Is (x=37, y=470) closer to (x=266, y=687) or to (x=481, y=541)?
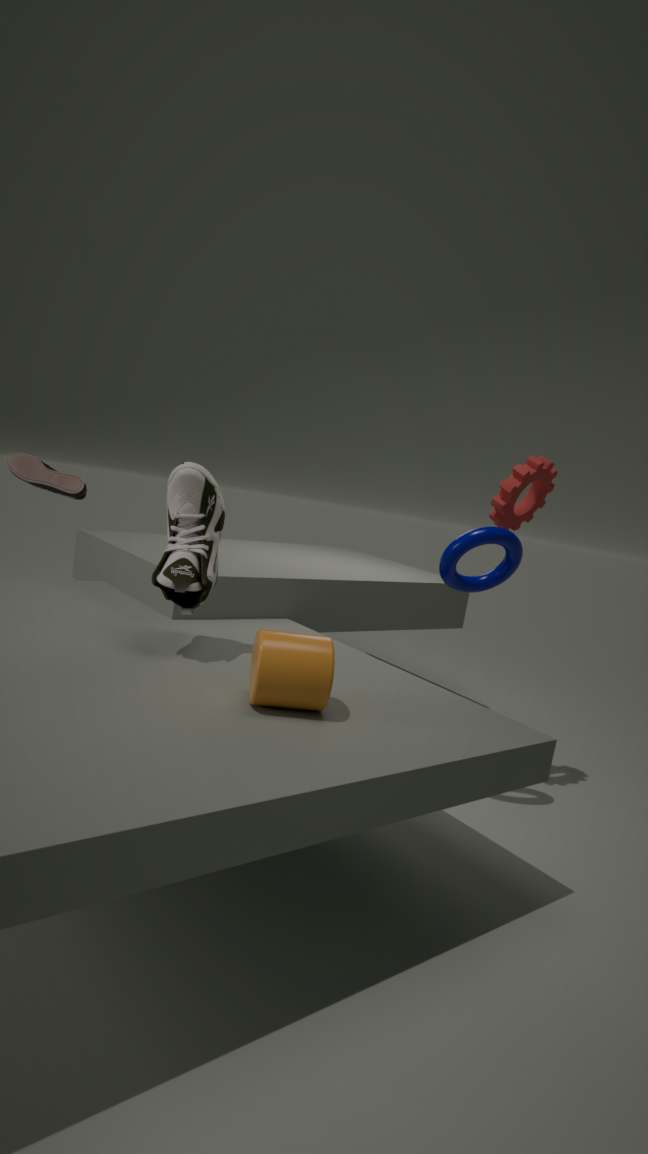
(x=266, y=687)
